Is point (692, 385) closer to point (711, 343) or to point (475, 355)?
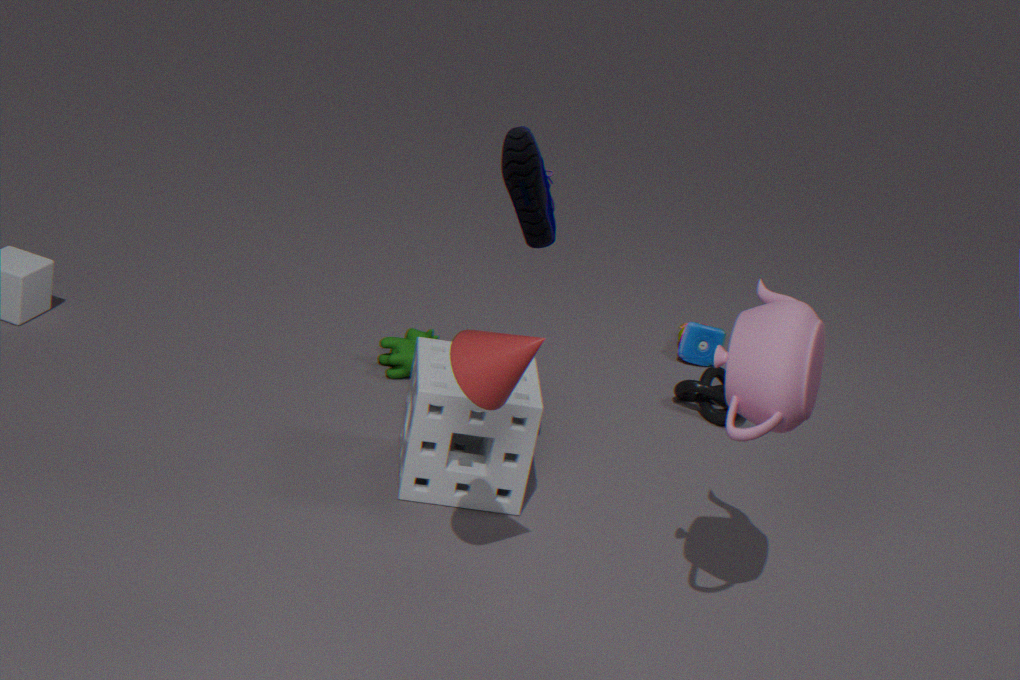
point (711, 343)
